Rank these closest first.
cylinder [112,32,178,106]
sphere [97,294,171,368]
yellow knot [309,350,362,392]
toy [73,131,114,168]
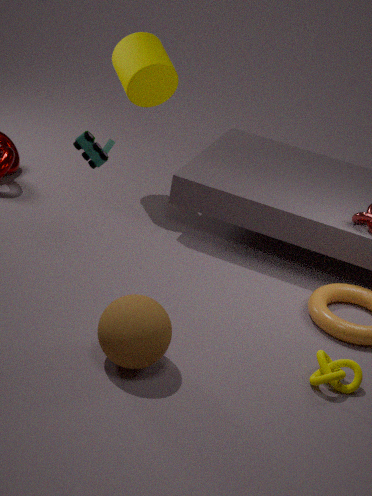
sphere [97,294,171,368] < yellow knot [309,350,362,392] < toy [73,131,114,168] < cylinder [112,32,178,106]
